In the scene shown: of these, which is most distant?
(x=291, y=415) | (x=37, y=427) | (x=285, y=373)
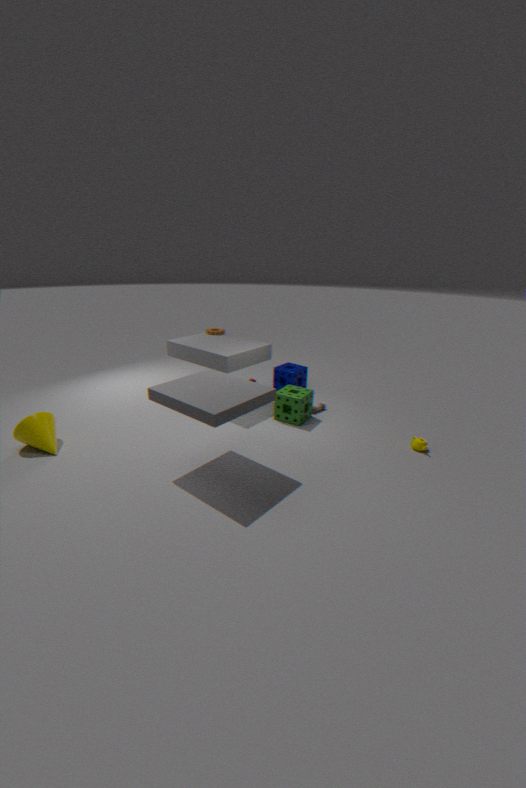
(x=285, y=373)
